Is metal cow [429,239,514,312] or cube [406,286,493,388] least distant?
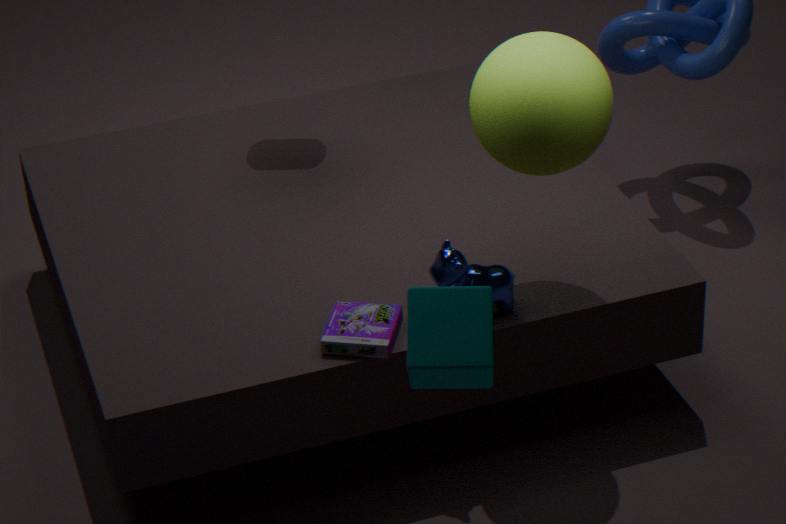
cube [406,286,493,388]
